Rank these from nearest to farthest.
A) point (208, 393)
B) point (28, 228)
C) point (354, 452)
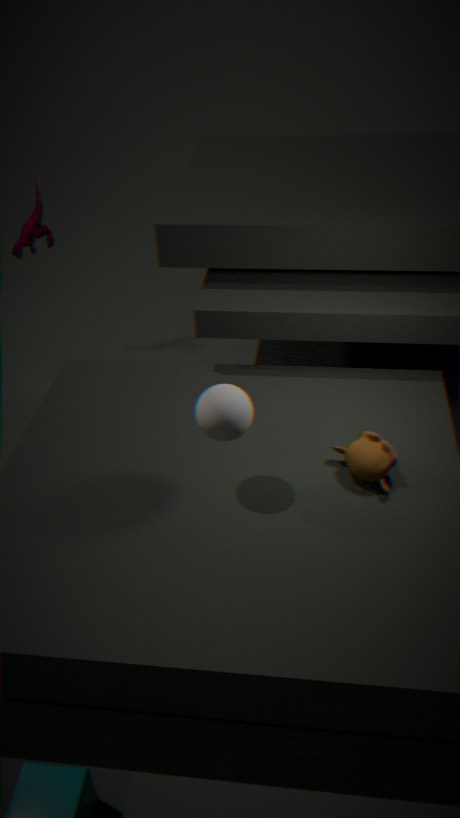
1. point (208, 393)
2. point (354, 452)
3. point (28, 228)
